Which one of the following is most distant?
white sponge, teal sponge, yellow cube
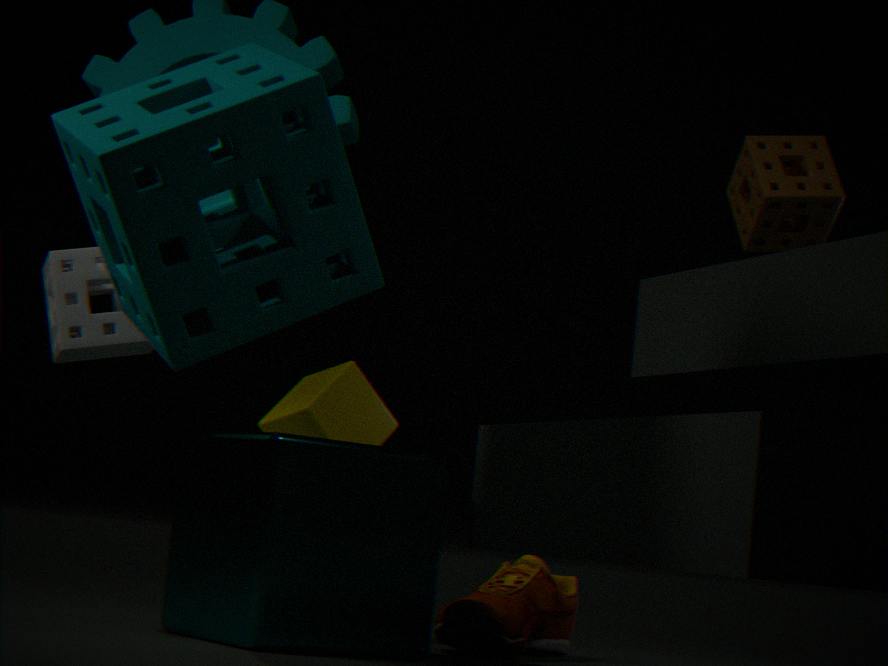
yellow cube
